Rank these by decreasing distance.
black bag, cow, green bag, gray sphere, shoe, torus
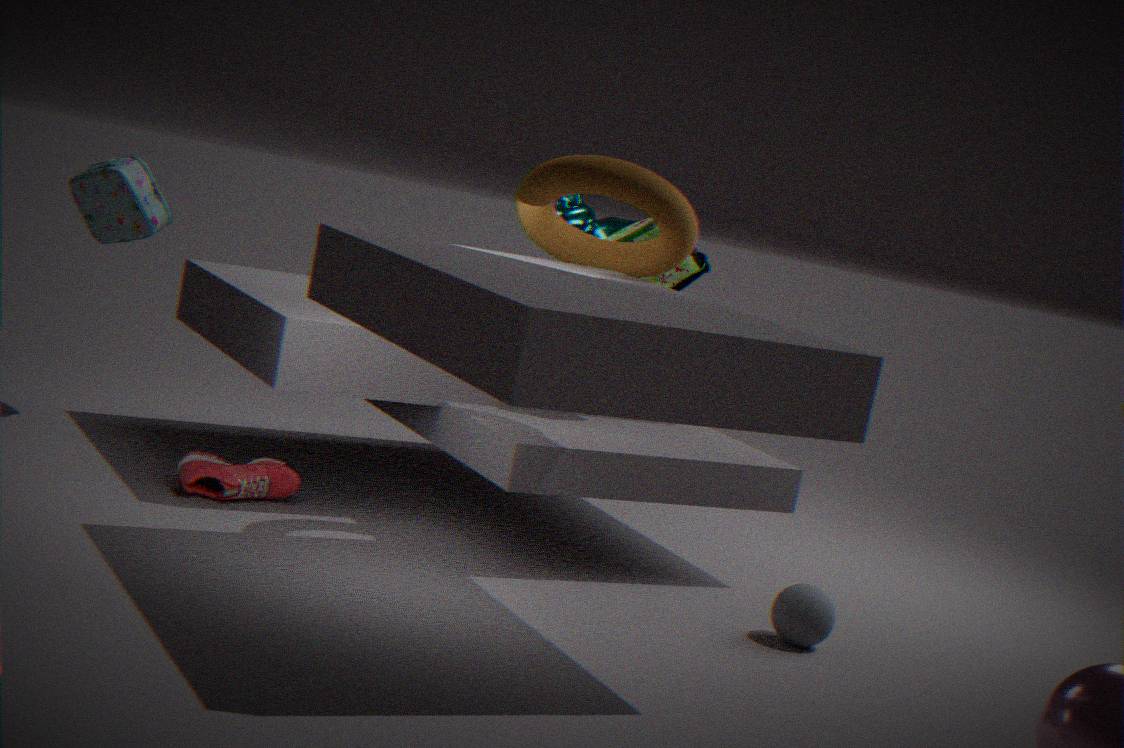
1. cow
2. black bag
3. green bag
4. shoe
5. gray sphere
6. torus
